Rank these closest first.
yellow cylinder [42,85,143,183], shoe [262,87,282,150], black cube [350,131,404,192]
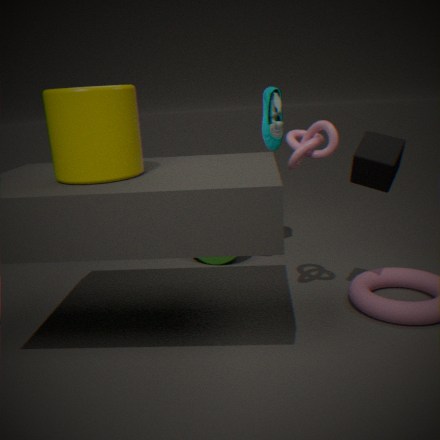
yellow cylinder [42,85,143,183] < black cube [350,131,404,192] < shoe [262,87,282,150]
